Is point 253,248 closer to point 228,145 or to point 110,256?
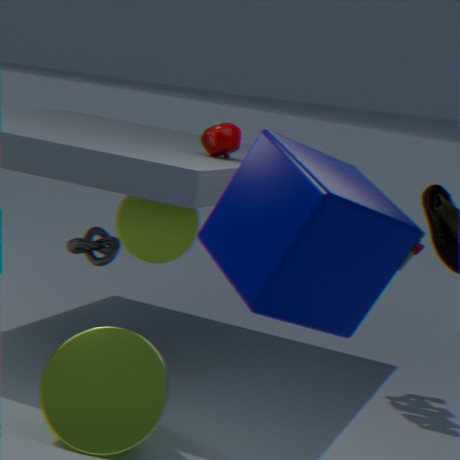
point 228,145
